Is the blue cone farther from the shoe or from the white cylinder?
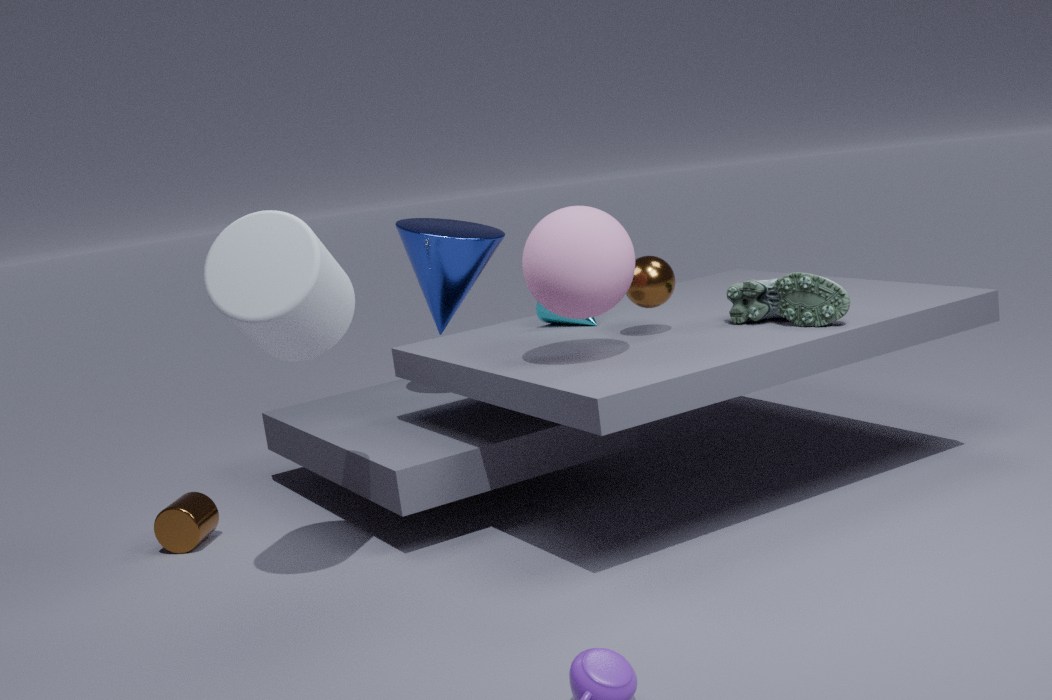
the shoe
